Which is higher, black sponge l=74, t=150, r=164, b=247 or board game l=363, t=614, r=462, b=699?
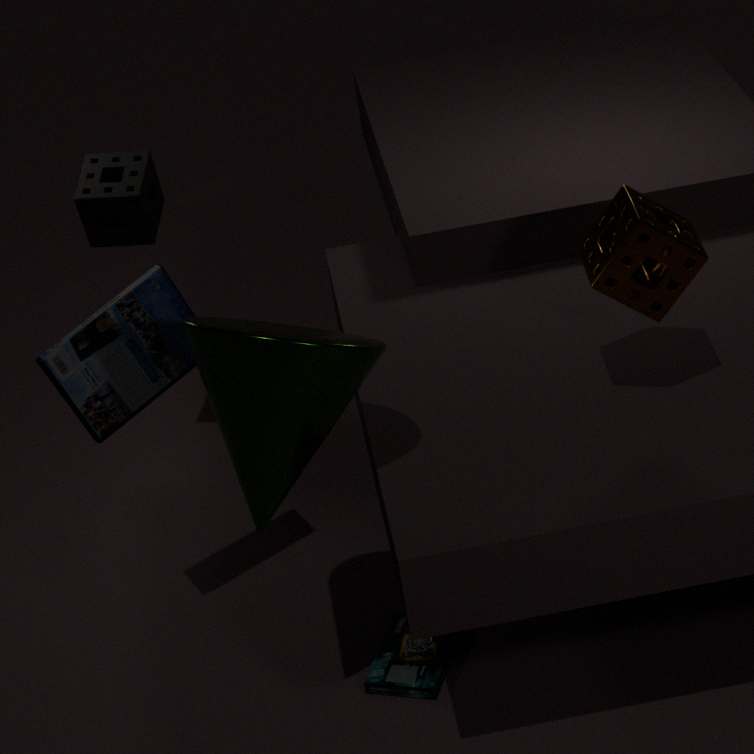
black sponge l=74, t=150, r=164, b=247
